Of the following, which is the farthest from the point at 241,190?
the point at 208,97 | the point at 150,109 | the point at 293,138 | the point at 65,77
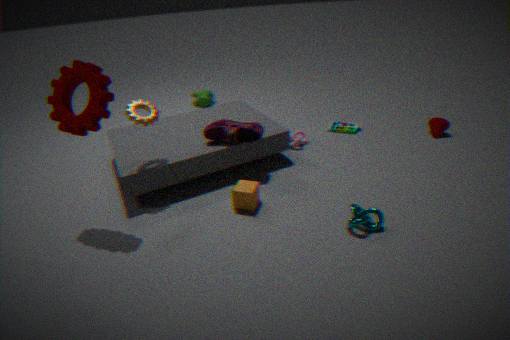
the point at 208,97
